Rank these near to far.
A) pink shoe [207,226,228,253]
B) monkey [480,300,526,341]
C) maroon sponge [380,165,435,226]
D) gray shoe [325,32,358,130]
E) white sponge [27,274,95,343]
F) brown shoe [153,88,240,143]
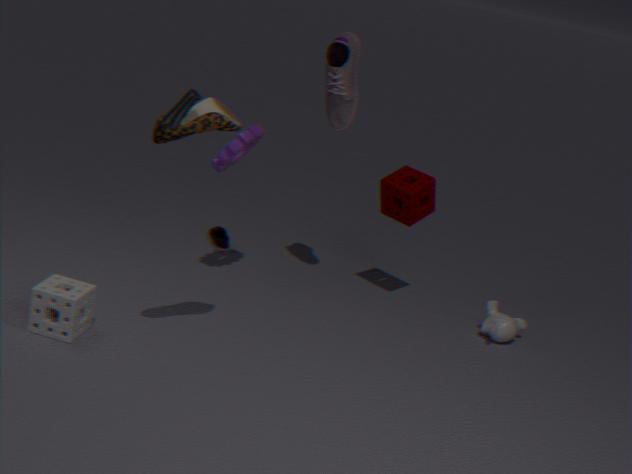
brown shoe [153,88,240,143] → white sponge [27,274,95,343] → gray shoe [325,32,358,130] → monkey [480,300,526,341] → maroon sponge [380,165,435,226] → pink shoe [207,226,228,253]
